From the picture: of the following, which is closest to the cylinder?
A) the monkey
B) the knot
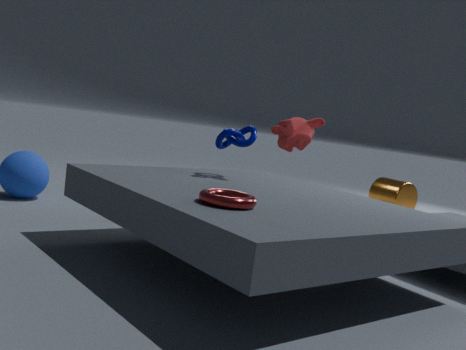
the monkey
